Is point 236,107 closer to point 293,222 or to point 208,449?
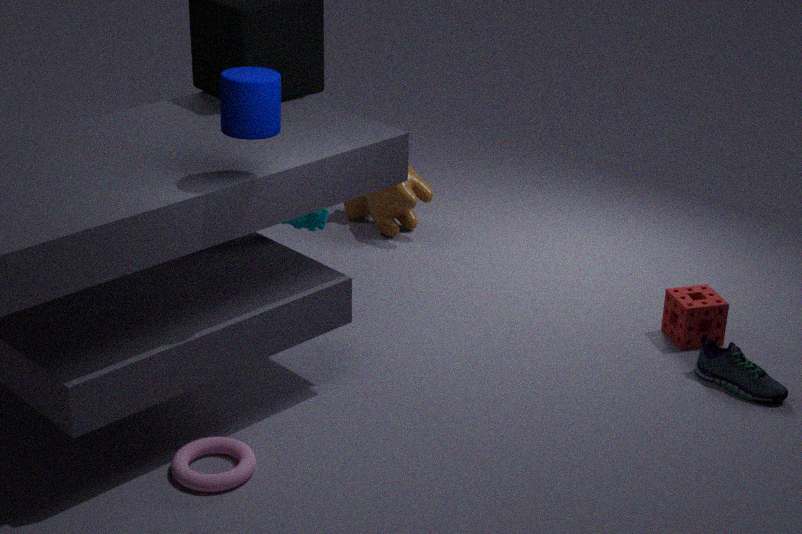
point 293,222
